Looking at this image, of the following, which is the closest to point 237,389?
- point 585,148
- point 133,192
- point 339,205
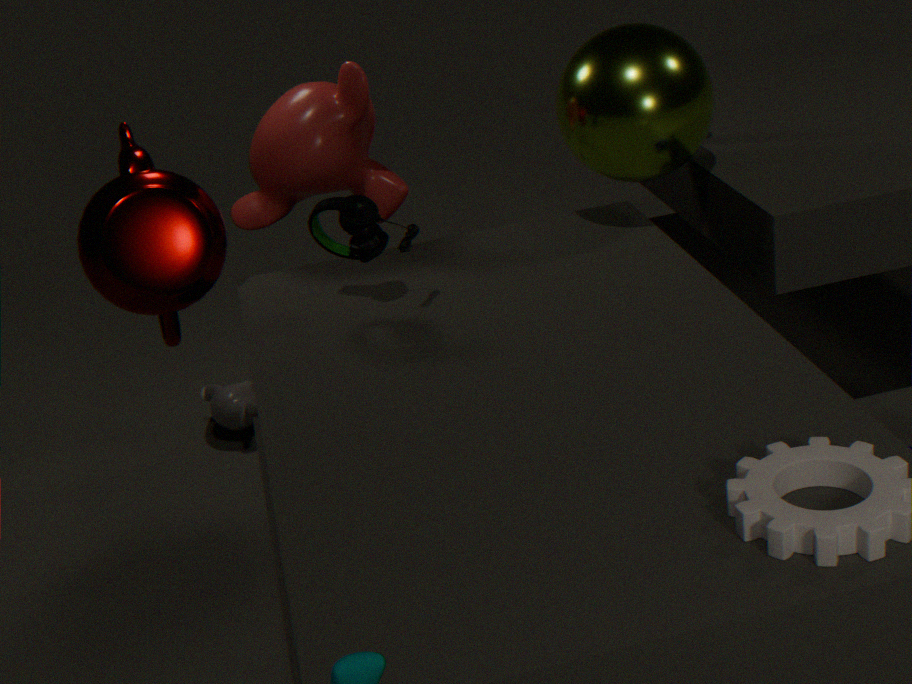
point 133,192
